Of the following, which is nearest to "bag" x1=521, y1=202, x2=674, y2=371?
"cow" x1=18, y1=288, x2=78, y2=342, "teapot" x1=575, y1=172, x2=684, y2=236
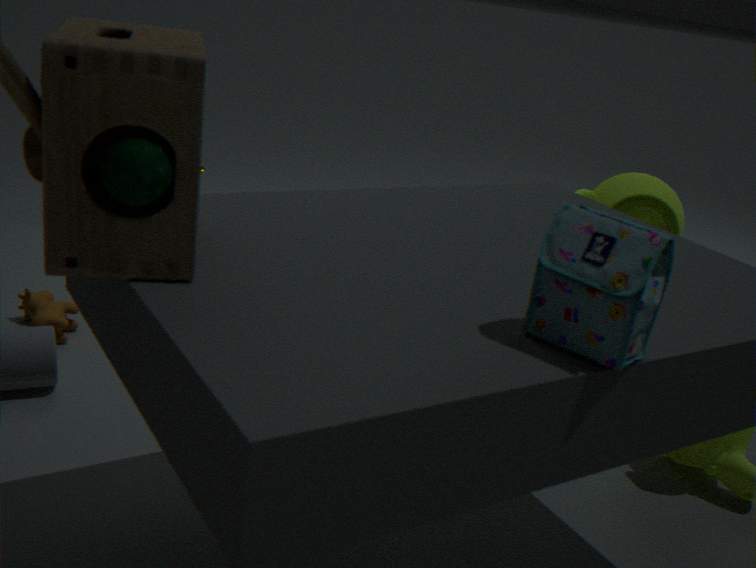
"teapot" x1=575, y1=172, x2=684, y2=236
